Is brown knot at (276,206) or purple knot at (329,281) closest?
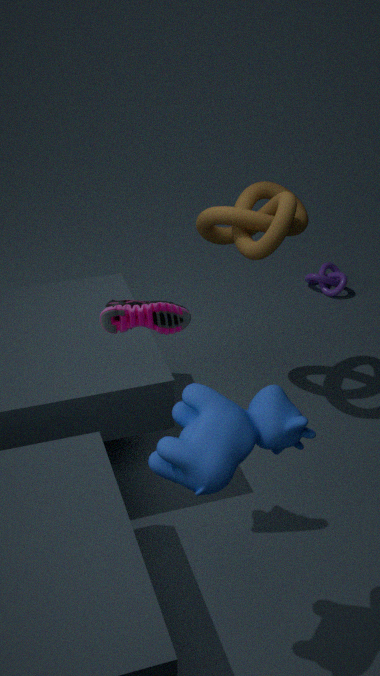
brown knot at (276,206)
